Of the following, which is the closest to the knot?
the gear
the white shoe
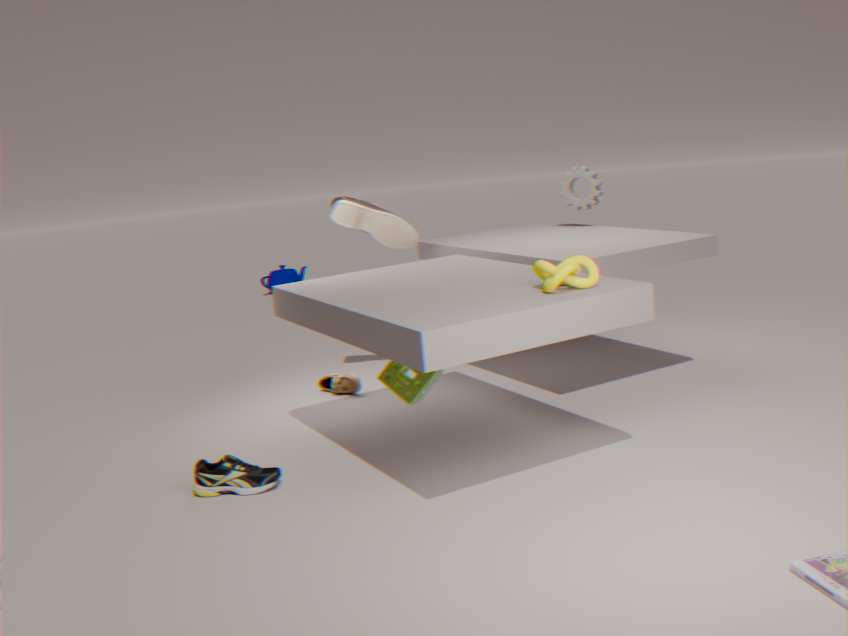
the white shoe
